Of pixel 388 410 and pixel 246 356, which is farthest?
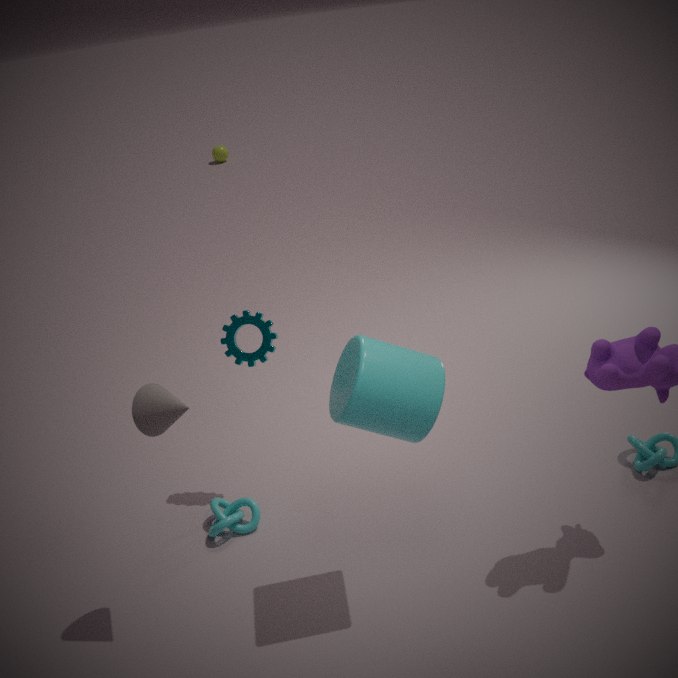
pixel 246 356
